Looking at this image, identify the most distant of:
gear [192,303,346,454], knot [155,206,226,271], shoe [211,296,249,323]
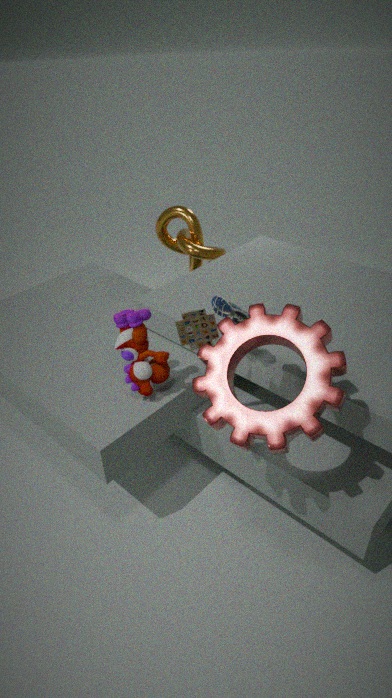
knot [155,206,226,271]
